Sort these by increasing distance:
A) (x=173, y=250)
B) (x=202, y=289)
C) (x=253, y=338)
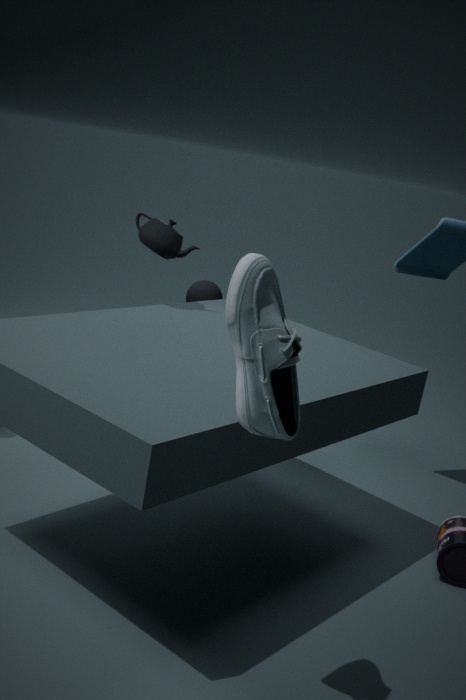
(x=253, y=338), (x=173, y=250), (x=202, y=289)
